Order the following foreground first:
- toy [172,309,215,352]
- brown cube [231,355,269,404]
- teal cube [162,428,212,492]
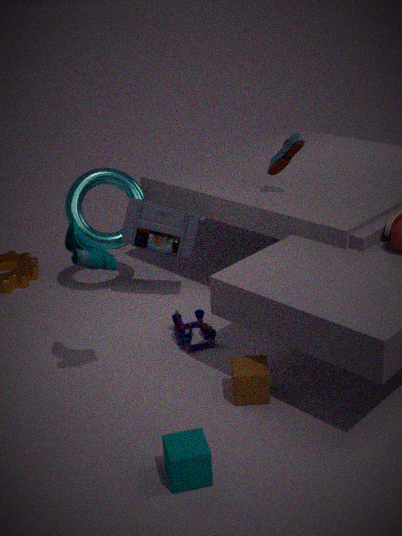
1. teal cube [162,428,212,492]
2. brown cube [231,355,269,404]
3. toy [172,309,215,352]
